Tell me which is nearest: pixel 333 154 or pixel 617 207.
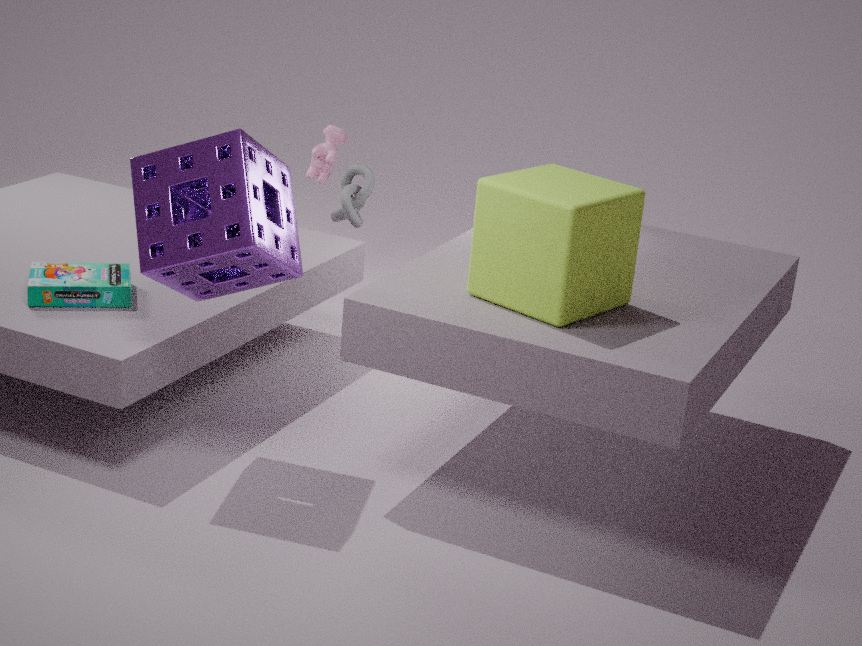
pixel 617 207
